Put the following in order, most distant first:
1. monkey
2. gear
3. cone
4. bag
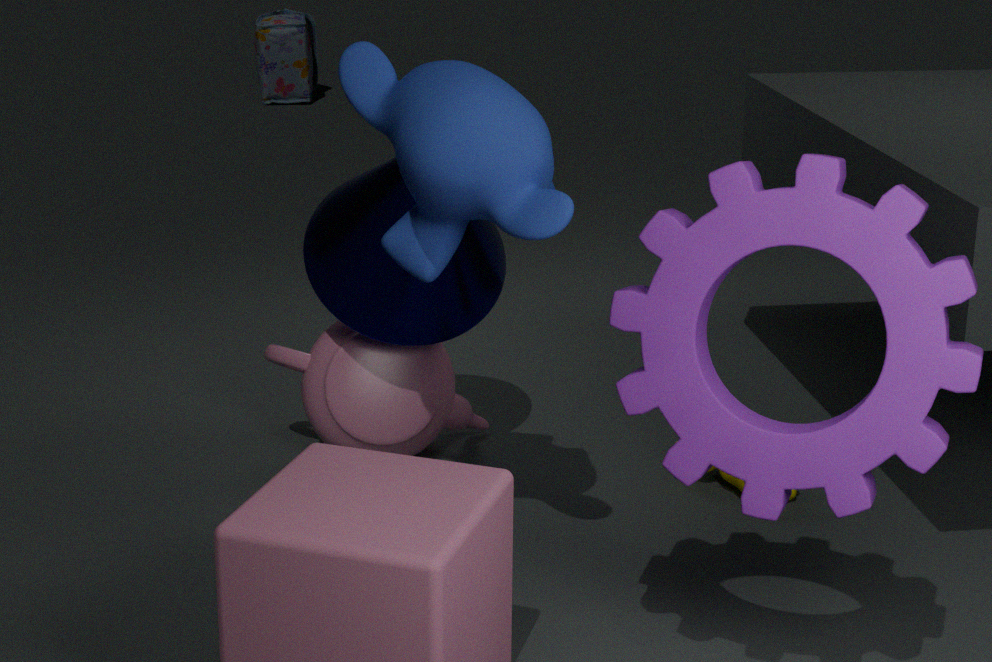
bag, cone, monkey, gear
